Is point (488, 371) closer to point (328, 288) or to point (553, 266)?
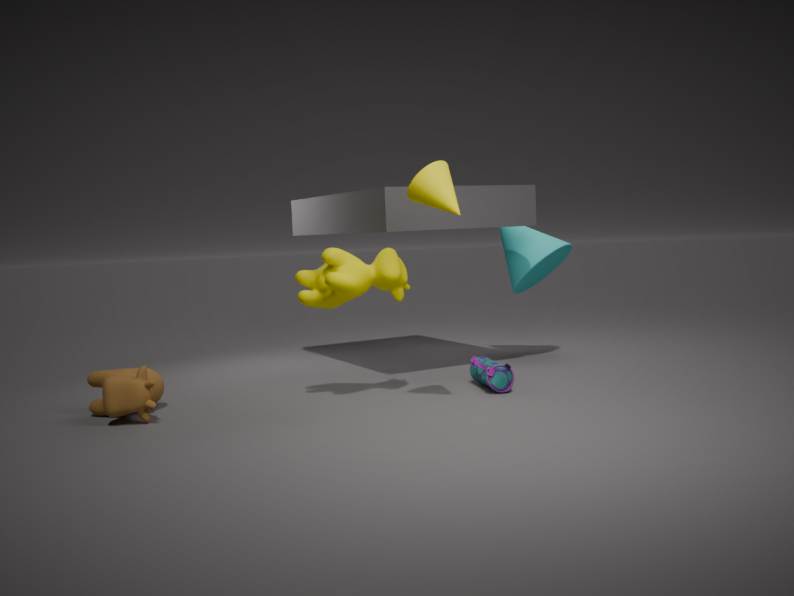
point (328, 288)
